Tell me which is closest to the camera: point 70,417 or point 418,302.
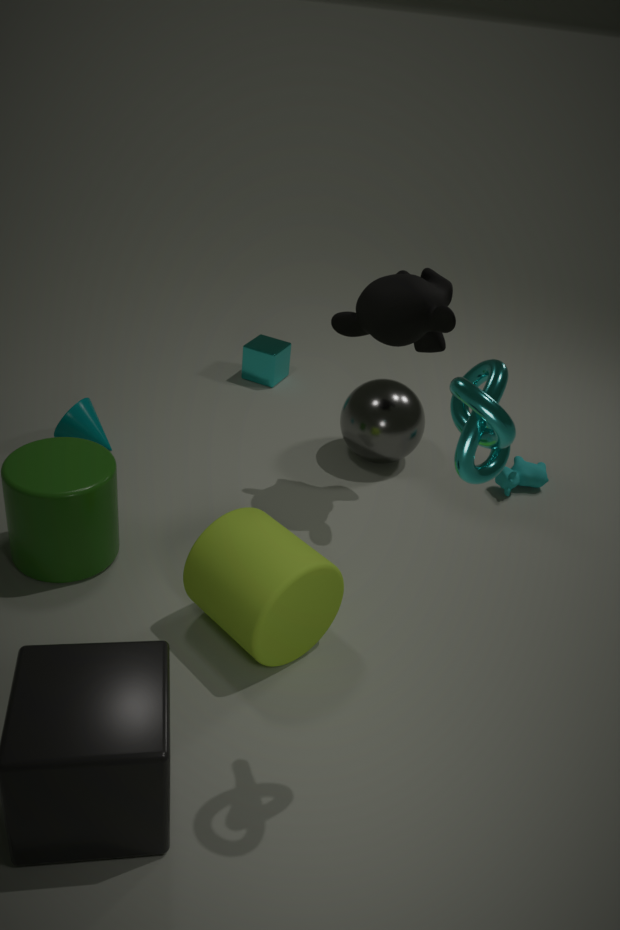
point 418,302
